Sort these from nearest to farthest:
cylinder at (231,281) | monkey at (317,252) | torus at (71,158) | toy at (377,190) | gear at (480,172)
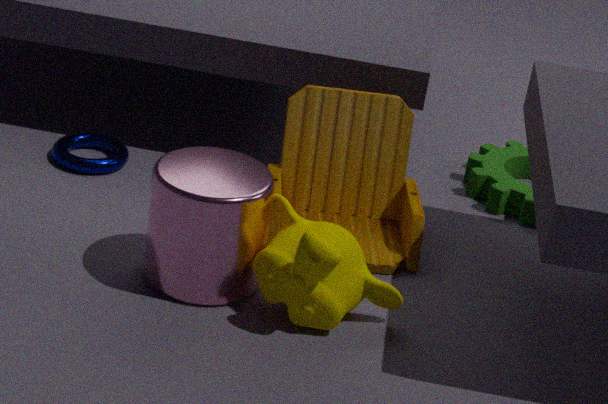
monkey at (317,252)
cylinder at (231,281)
toy at (377,190)
torus at (71,158)
gear at (480,172)
